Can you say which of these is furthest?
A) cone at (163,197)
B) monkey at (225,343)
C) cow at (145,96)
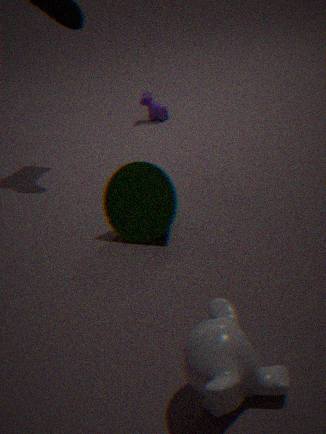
cow at (145,96)
